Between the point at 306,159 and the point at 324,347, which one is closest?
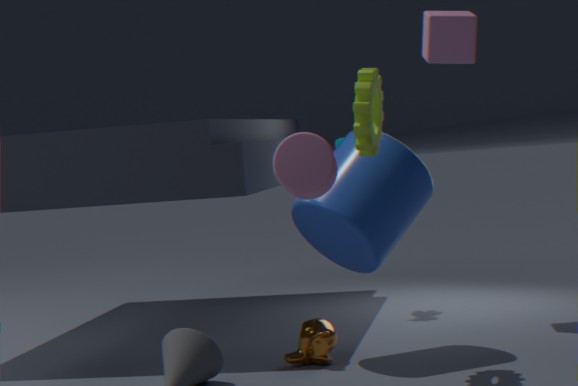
the point at 306,159
